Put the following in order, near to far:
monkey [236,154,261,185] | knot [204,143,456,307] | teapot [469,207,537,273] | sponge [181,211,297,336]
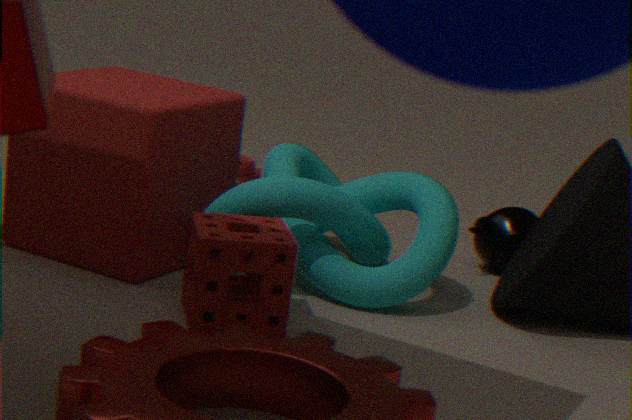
sponge [181,211,297,336] < knot [204,143,456,307] < teapot [469,207,537,273] < monkey [236,154,261,185]
